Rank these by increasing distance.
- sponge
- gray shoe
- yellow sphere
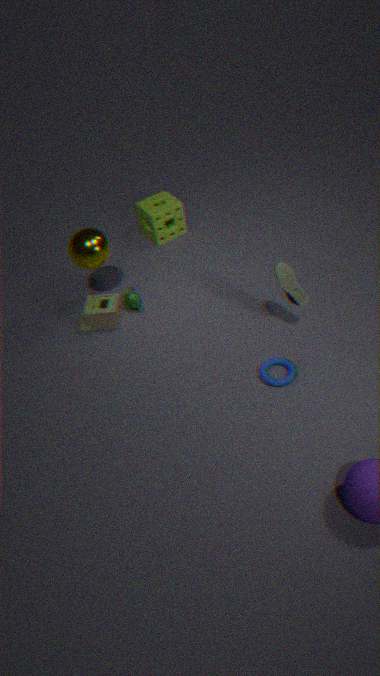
gray shoe
yellow sphere
sponge
